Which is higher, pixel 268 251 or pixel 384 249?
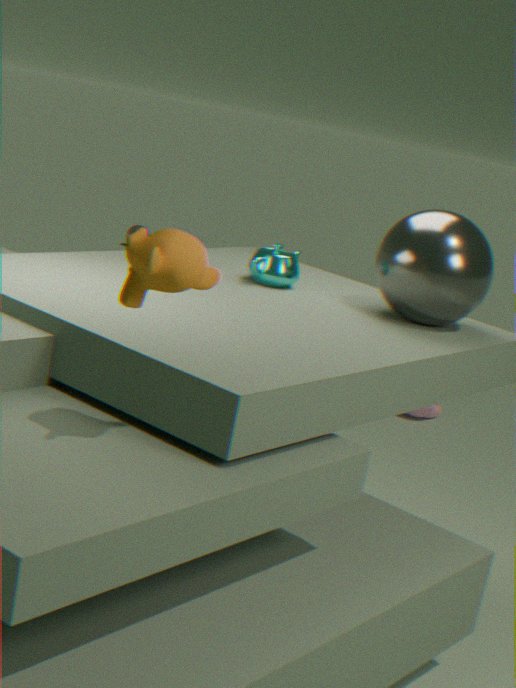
pixel 384 249
